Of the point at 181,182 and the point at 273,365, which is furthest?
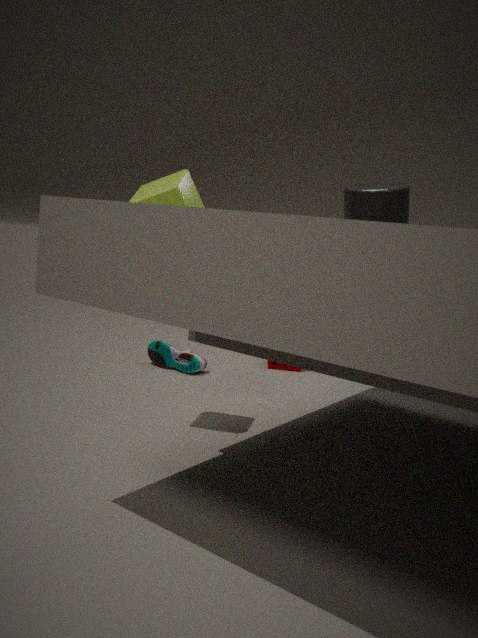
the point at 273,365
